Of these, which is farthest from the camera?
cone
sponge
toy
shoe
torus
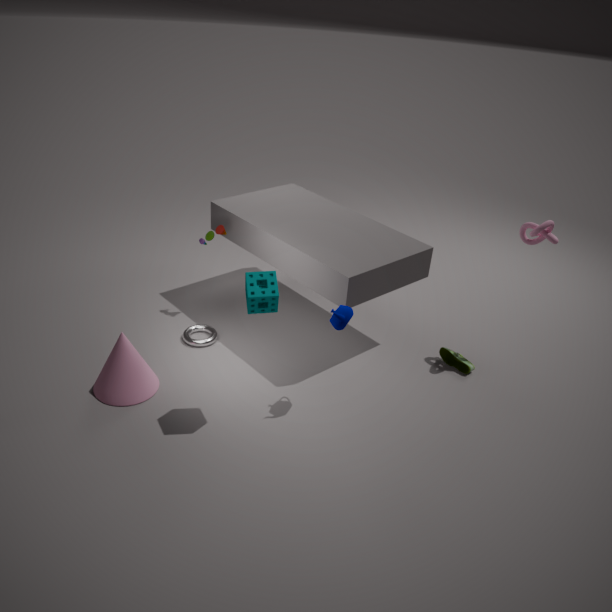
toy
